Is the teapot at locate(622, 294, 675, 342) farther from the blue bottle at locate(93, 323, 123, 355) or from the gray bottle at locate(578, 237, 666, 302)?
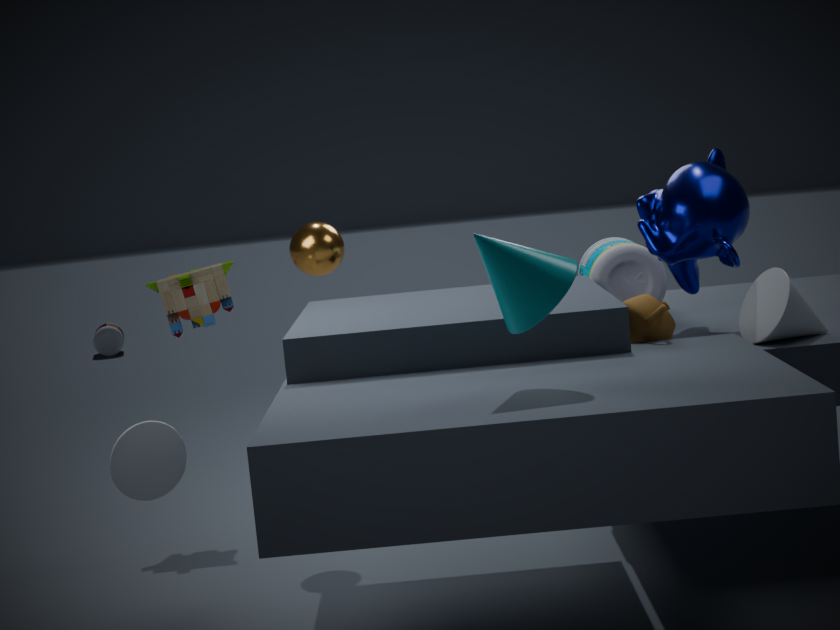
the blue bottle at locate(93, 323, 123, 355)
